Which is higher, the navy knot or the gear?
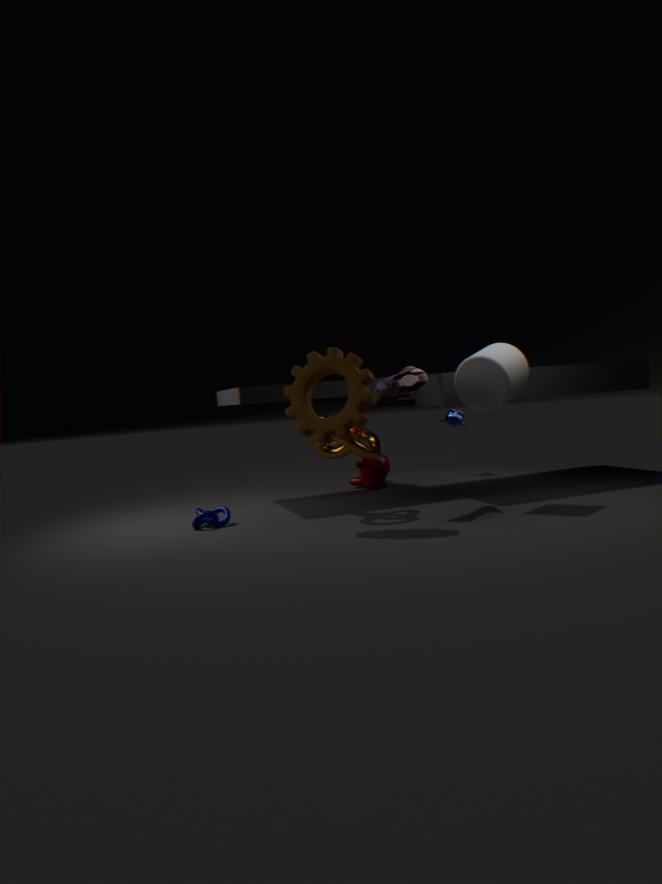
the gear
